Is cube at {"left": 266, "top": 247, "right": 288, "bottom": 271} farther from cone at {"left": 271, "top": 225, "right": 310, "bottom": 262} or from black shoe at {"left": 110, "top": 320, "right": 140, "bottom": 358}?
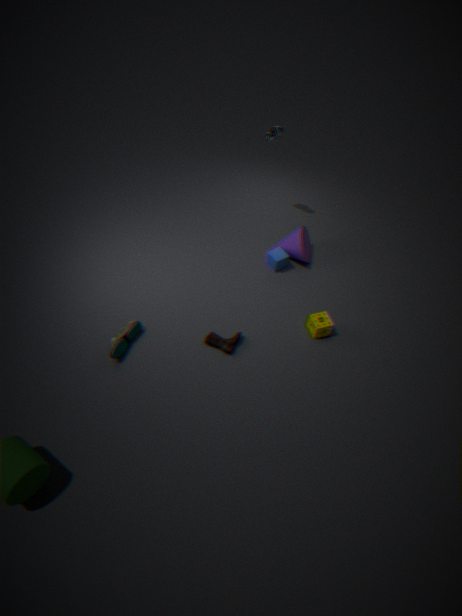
black shoe at {"left": 110, "top": 320, "right": 140, "bottom": 358}
